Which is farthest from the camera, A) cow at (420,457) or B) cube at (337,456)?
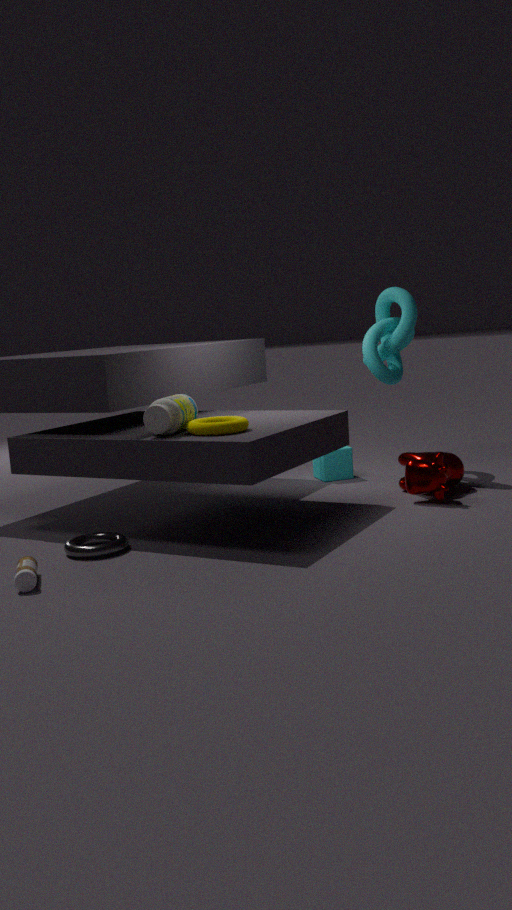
B. cube at (337,456)
